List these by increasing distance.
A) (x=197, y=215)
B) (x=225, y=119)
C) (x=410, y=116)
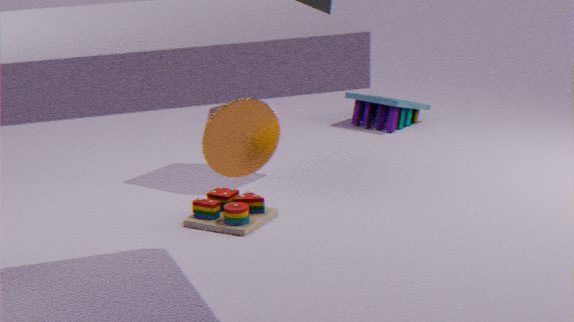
(x=225, y=119) < (x=197, y=215) < (x=410, y=116)
